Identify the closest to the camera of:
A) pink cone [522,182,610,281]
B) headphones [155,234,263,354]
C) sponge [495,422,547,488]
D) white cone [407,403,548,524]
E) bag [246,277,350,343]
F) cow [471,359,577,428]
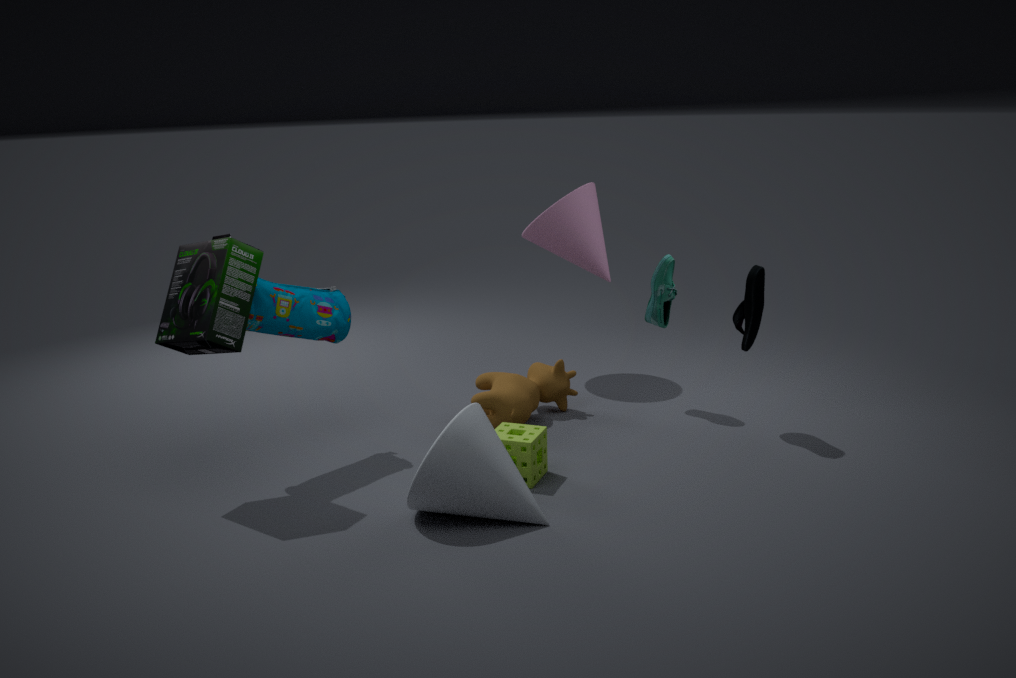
white cone [407,403,548,524]
